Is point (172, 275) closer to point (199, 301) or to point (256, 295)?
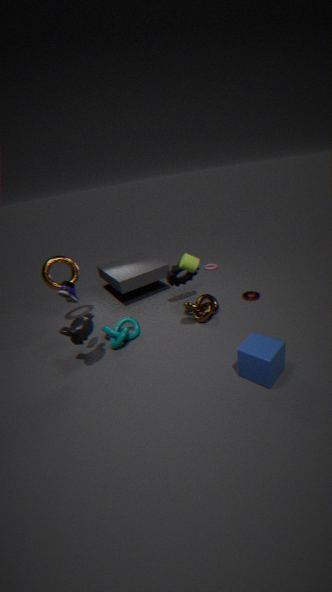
point (199, 301)
